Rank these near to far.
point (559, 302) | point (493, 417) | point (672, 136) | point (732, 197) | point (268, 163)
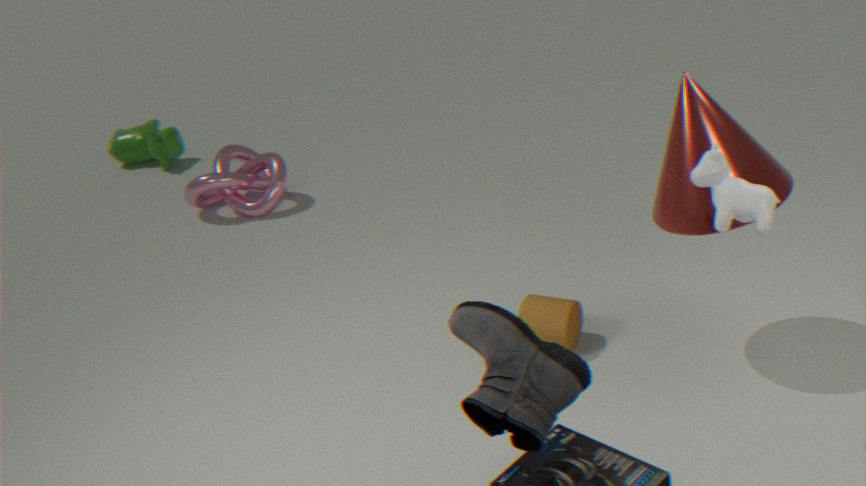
point (493, 417) → point (732, 197) → point (672, 136) → point (559, 302) → point (268, 163)
